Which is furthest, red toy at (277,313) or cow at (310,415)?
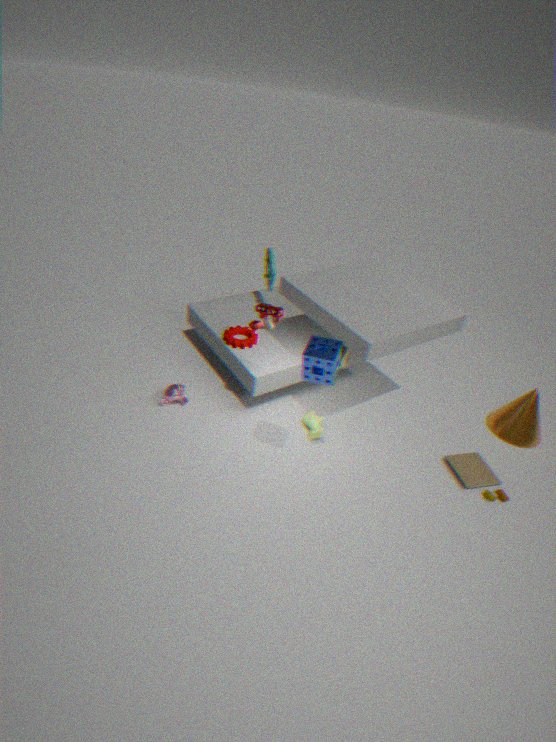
cow at (310,415)
